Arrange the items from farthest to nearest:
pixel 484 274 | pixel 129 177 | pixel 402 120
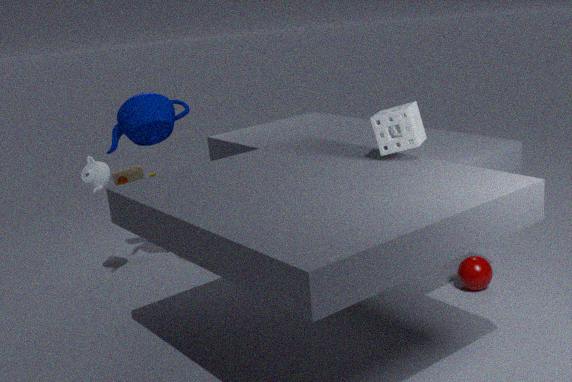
pixel 129 177 → pixel 484 274 → pixel 402 120
